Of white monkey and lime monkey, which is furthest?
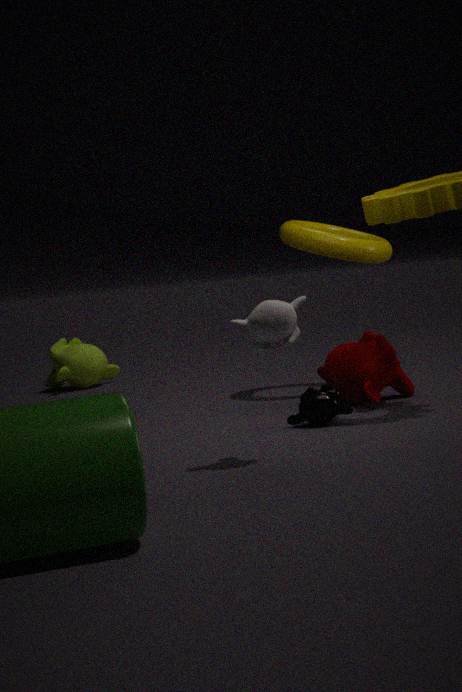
lime monkey
